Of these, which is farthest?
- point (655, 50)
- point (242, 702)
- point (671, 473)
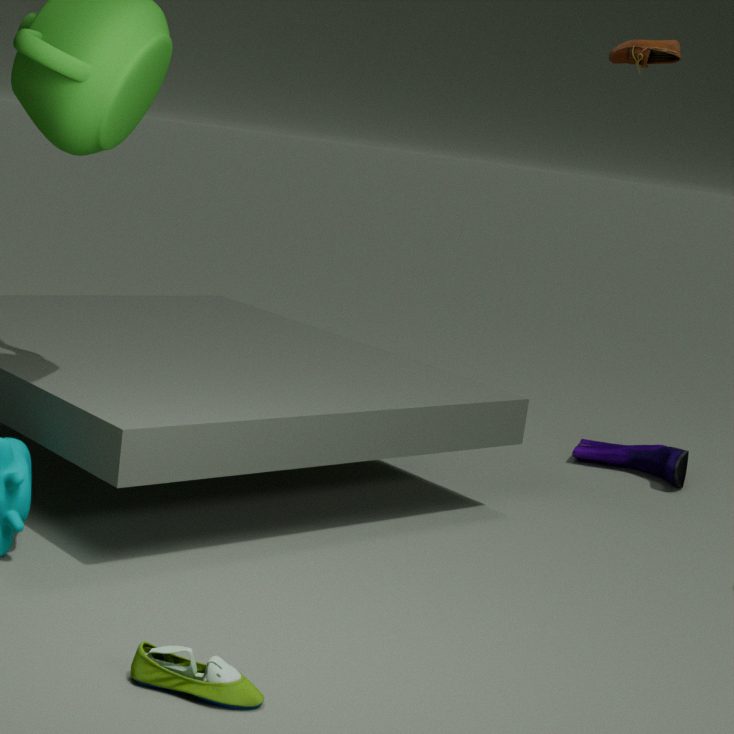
point (671, 473)
